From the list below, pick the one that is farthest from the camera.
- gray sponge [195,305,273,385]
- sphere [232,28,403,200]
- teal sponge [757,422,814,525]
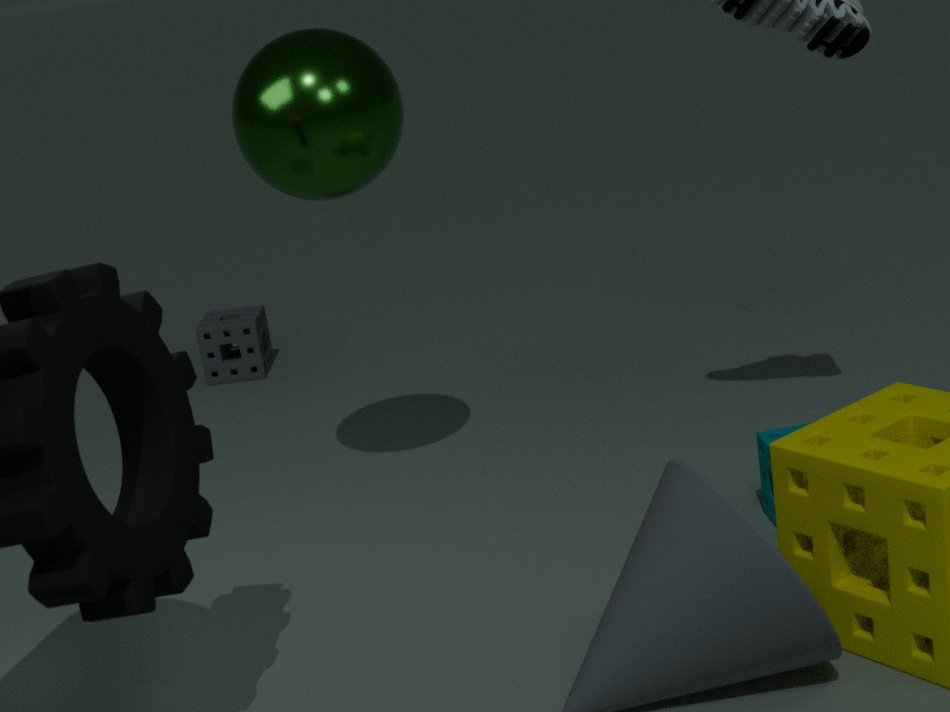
gray sponge [195,305,273,385]
